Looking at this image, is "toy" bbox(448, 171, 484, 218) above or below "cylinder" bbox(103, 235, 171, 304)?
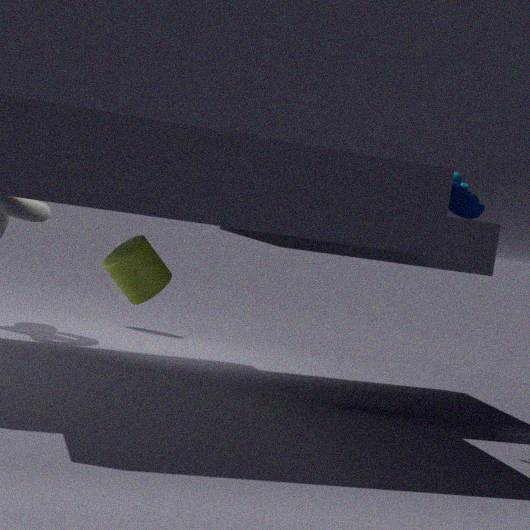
above
